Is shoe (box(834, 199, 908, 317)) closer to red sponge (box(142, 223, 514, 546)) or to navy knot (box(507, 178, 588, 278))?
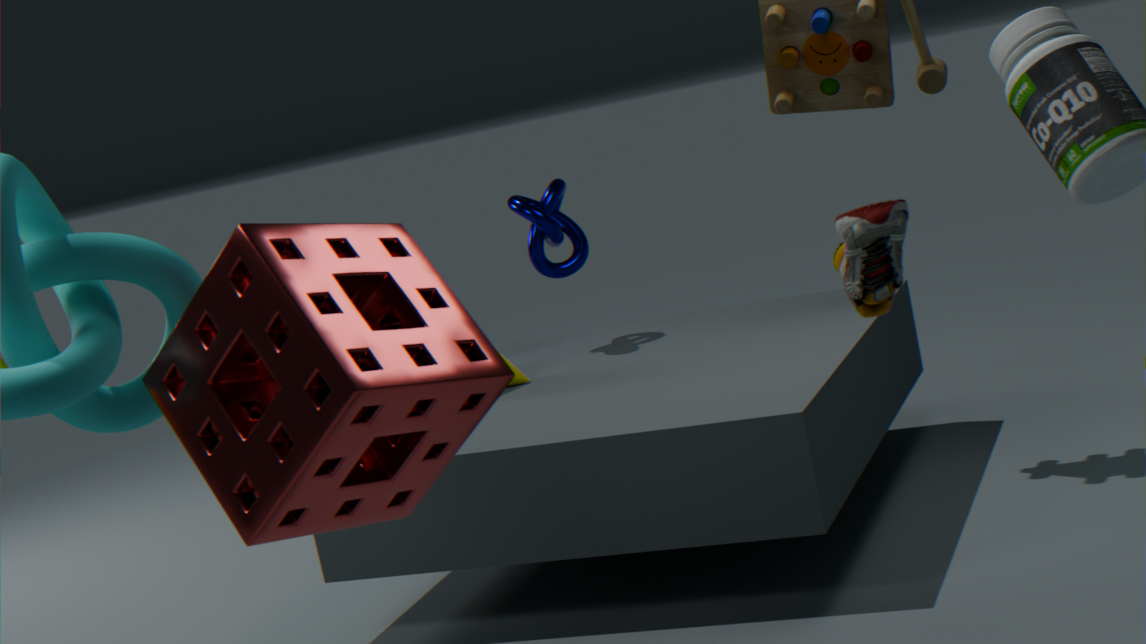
red sponge (box(142, 223, 514, 546))
